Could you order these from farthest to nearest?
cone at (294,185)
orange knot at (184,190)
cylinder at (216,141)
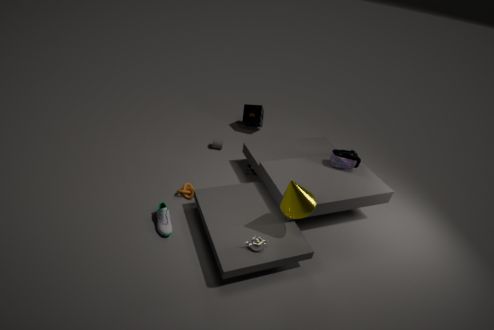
1. cylinder at (216,141)
2. orange knot at (184,190)
3. cone at (294,185)
